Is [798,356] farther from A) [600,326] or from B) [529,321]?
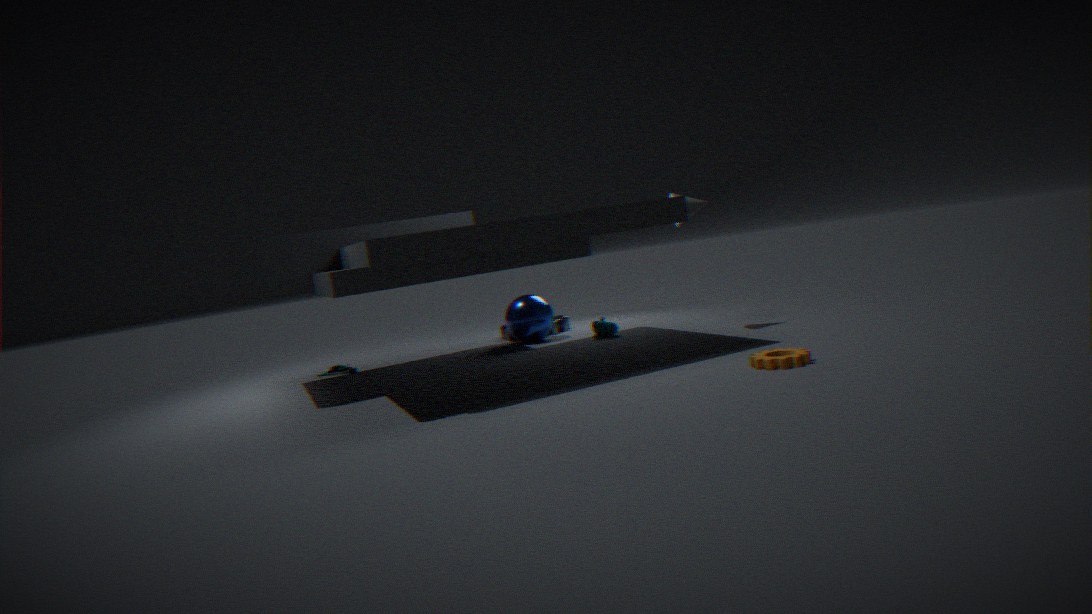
B) [529,321]
